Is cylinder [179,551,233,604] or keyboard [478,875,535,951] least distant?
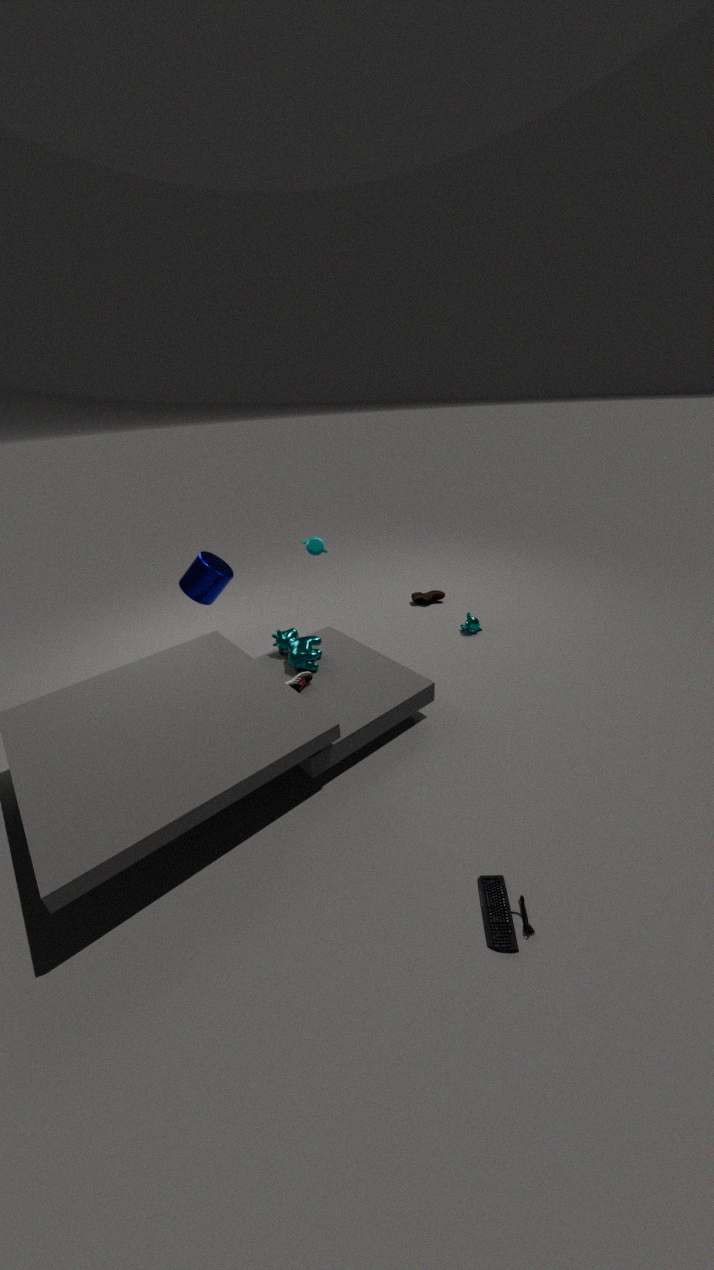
keyboard [478,875,535,951]
